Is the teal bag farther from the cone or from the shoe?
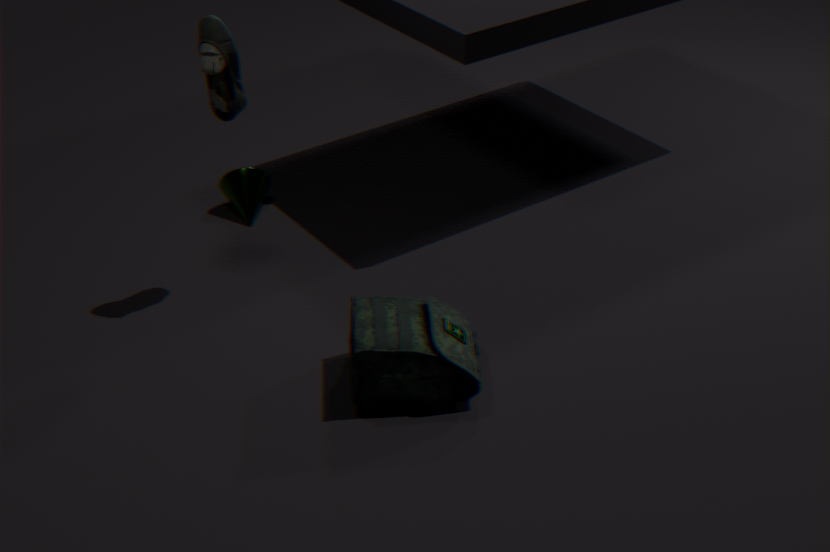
the cone
